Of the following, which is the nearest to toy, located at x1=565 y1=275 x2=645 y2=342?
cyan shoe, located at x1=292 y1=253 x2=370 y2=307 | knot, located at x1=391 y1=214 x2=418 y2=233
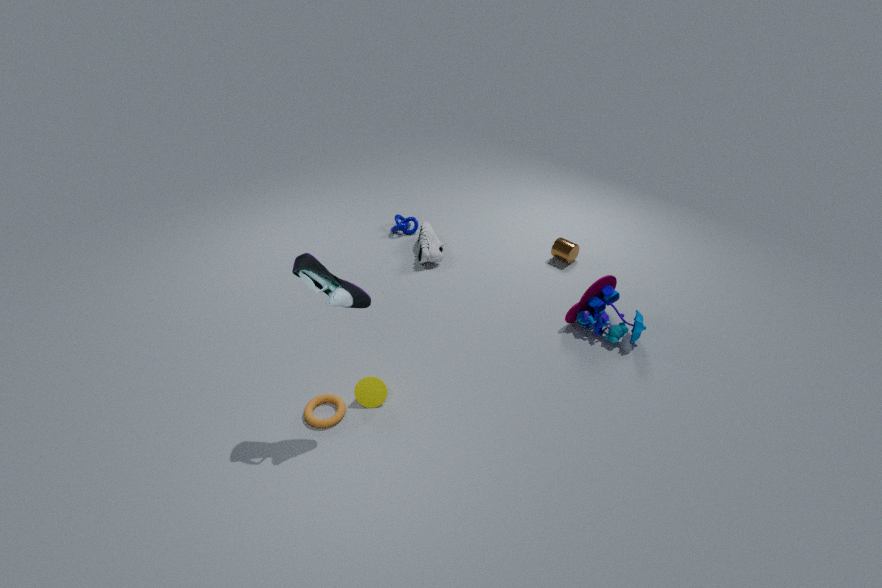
cyan shoe, located at x1=292 y1=253 x2=370 y2=307
